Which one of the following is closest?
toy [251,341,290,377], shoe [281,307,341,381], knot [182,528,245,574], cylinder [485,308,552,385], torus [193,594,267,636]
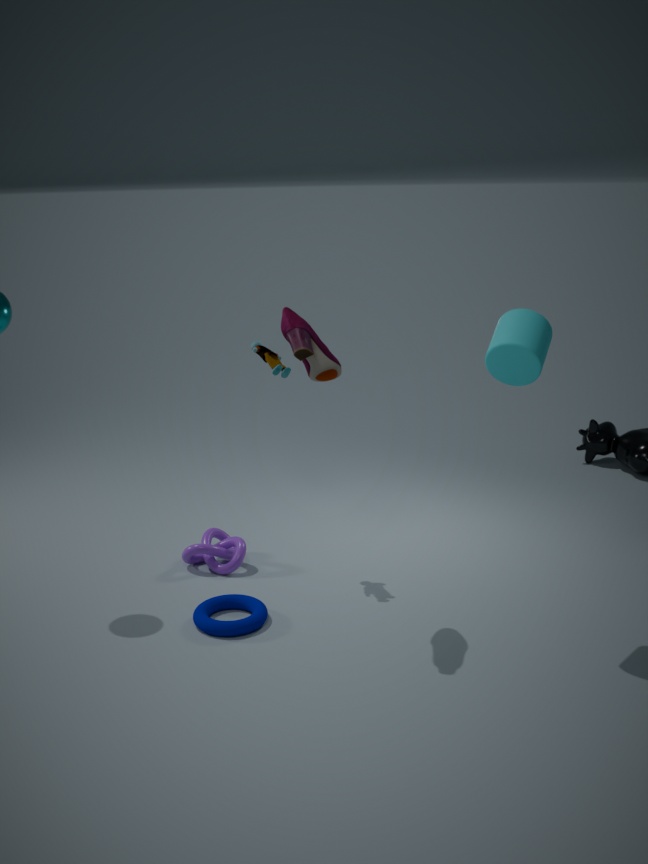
cylinder [485,308,552,385]
